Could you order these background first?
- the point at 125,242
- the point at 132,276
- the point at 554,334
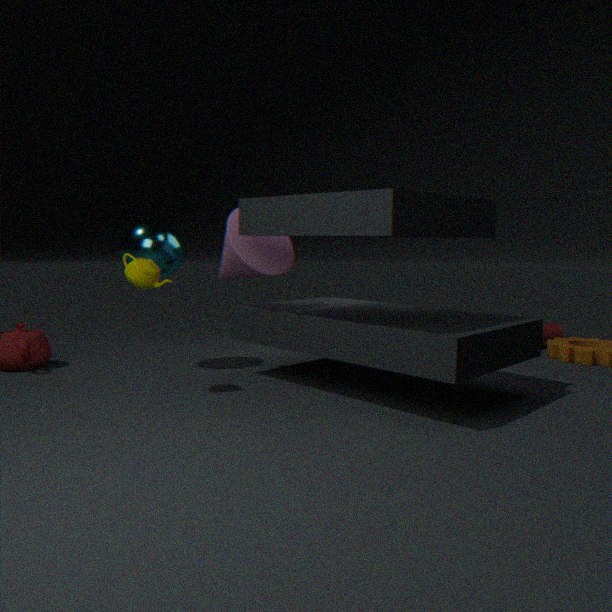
the point at 554,334, the point at 125,242, the point at 132,276
